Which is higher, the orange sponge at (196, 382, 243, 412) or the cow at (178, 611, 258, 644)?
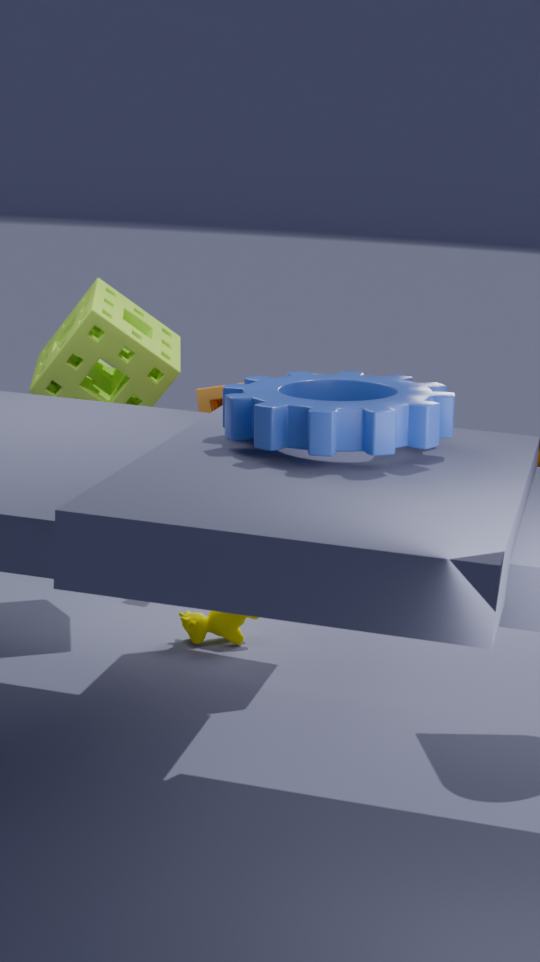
the orange sponge at (196, 382, 243, 412)
